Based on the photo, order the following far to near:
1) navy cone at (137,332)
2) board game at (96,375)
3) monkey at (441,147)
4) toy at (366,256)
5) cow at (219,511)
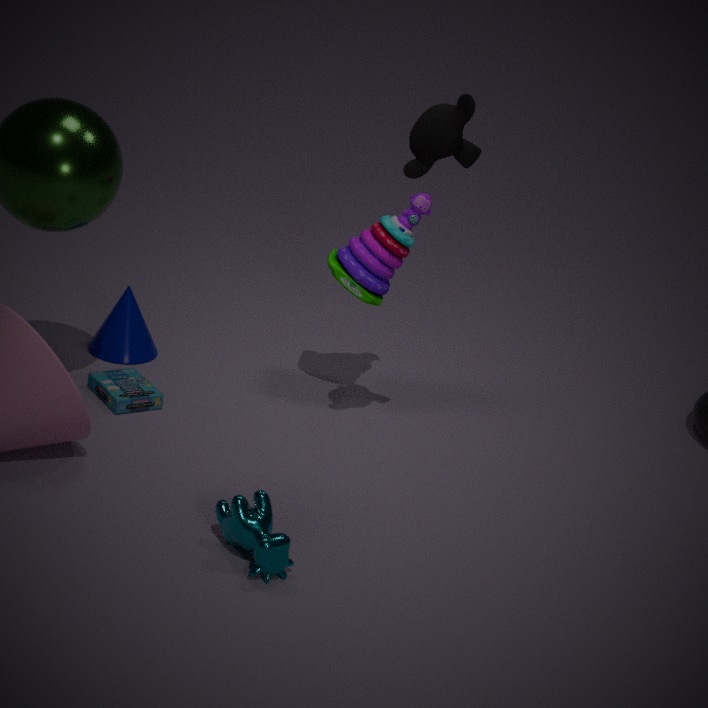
1. navy cone at (137,332) < 4. toy at (366,256) < 2. board game at (96,375) < 3. monkey at (441,147) < 5. cow at (219,511)
